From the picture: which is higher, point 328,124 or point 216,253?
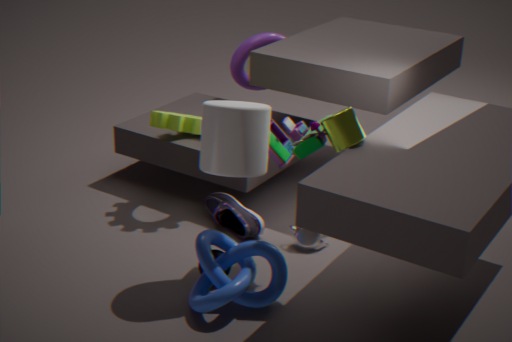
point 328,124
